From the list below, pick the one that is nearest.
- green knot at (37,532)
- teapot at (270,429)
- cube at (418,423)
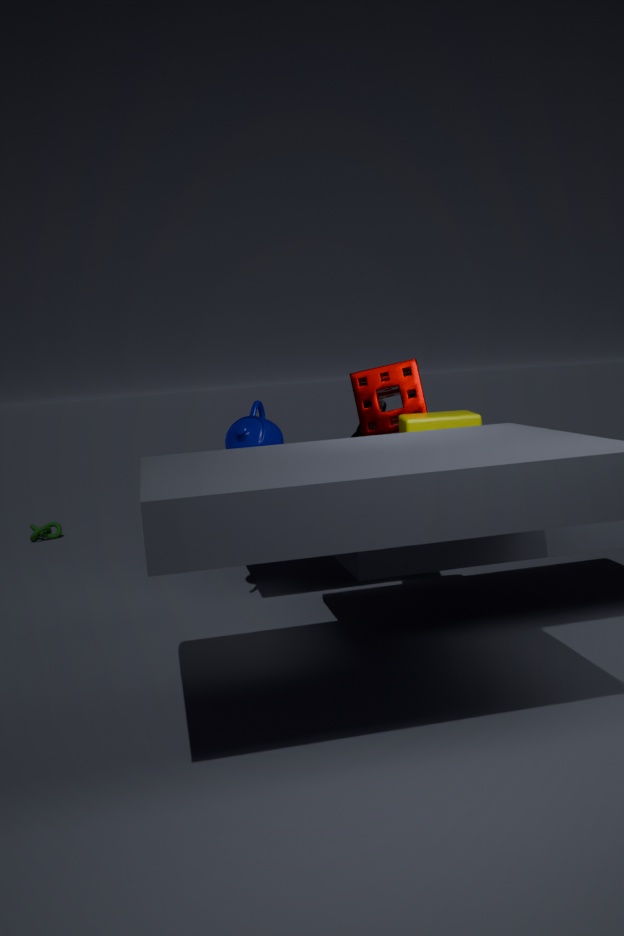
cube at (418,423)
